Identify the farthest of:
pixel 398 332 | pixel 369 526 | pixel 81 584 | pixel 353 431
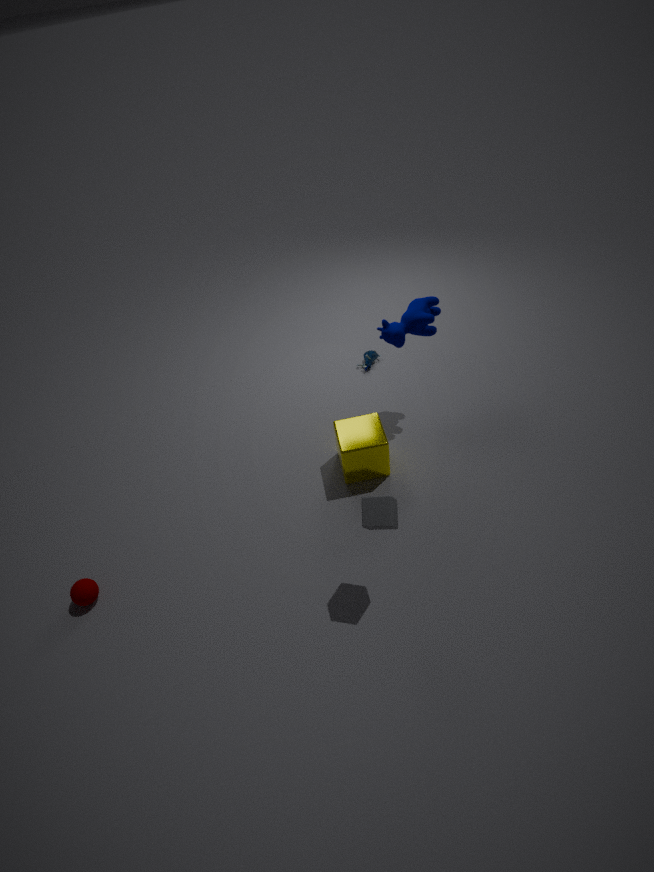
pixel 398 332
